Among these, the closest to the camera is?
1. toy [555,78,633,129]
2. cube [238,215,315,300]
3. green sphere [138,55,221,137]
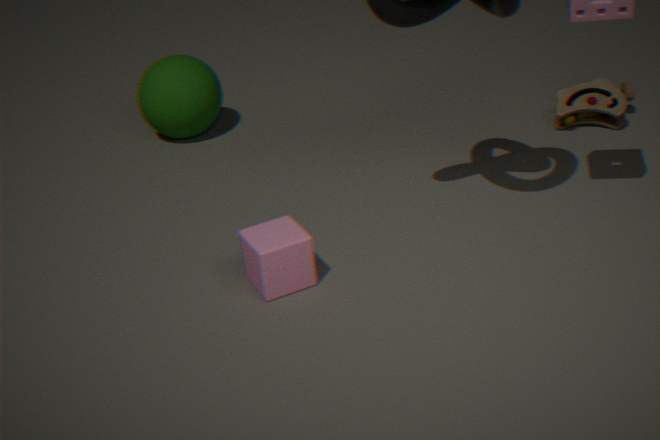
cube [238,215,315,300]
